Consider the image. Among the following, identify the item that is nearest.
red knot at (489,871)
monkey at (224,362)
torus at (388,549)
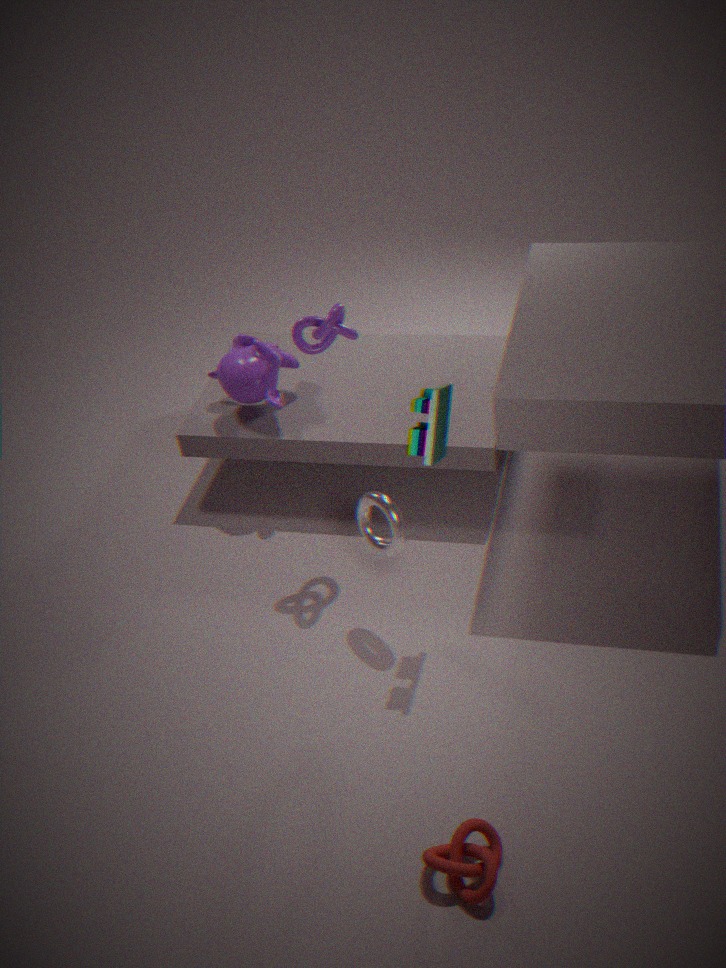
red knot at (489,871)
